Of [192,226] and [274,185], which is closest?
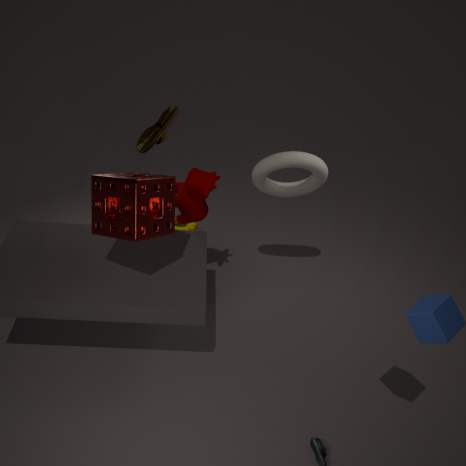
[274,185]
